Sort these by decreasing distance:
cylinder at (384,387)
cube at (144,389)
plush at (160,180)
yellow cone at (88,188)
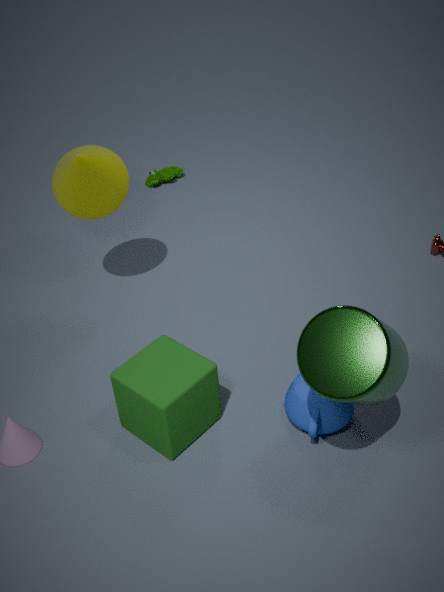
plush at (160,180) → yellow cone at (88,188) → cube at (144,389) → cylinder at (384,387)
